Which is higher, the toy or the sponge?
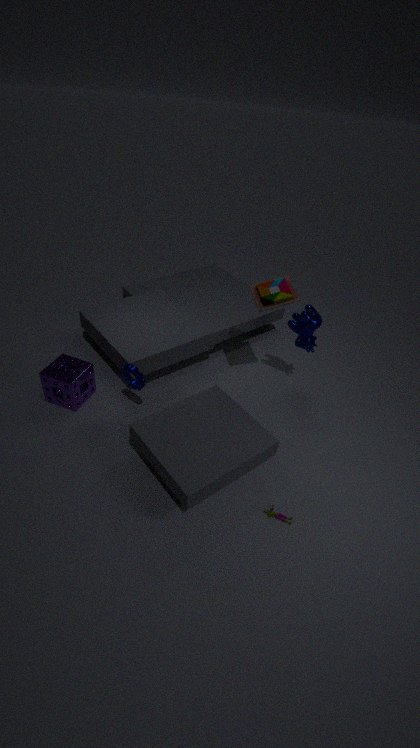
the toy
